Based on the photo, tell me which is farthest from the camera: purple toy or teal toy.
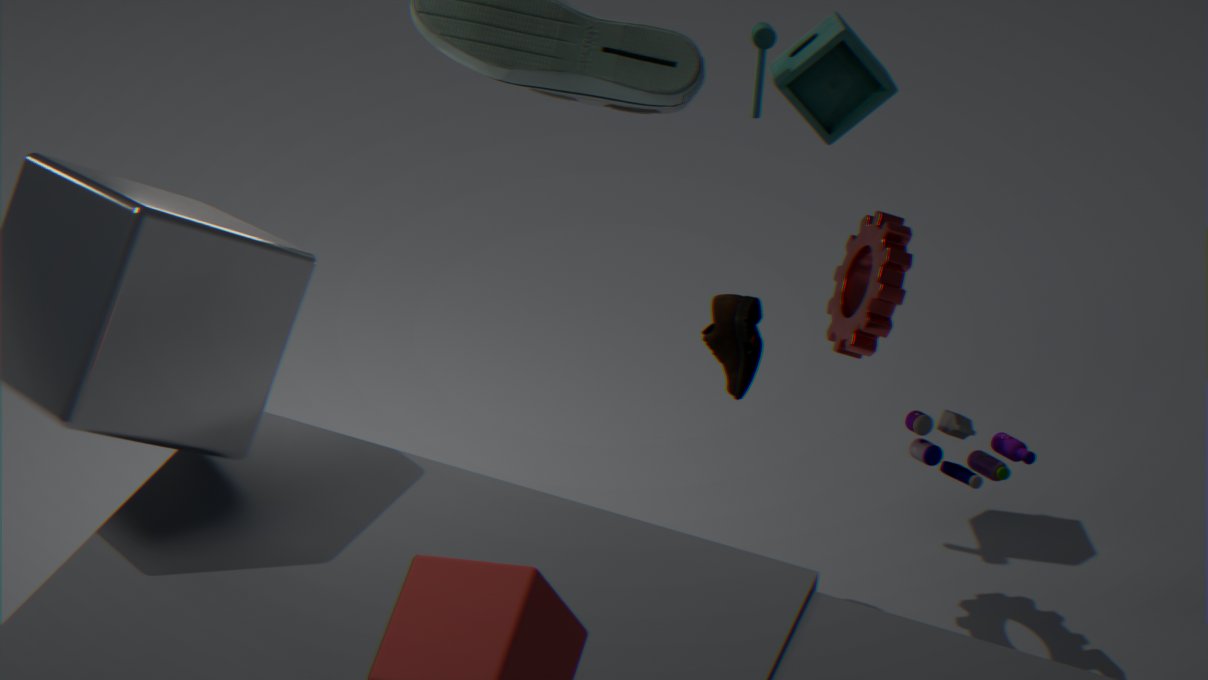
teal toy
